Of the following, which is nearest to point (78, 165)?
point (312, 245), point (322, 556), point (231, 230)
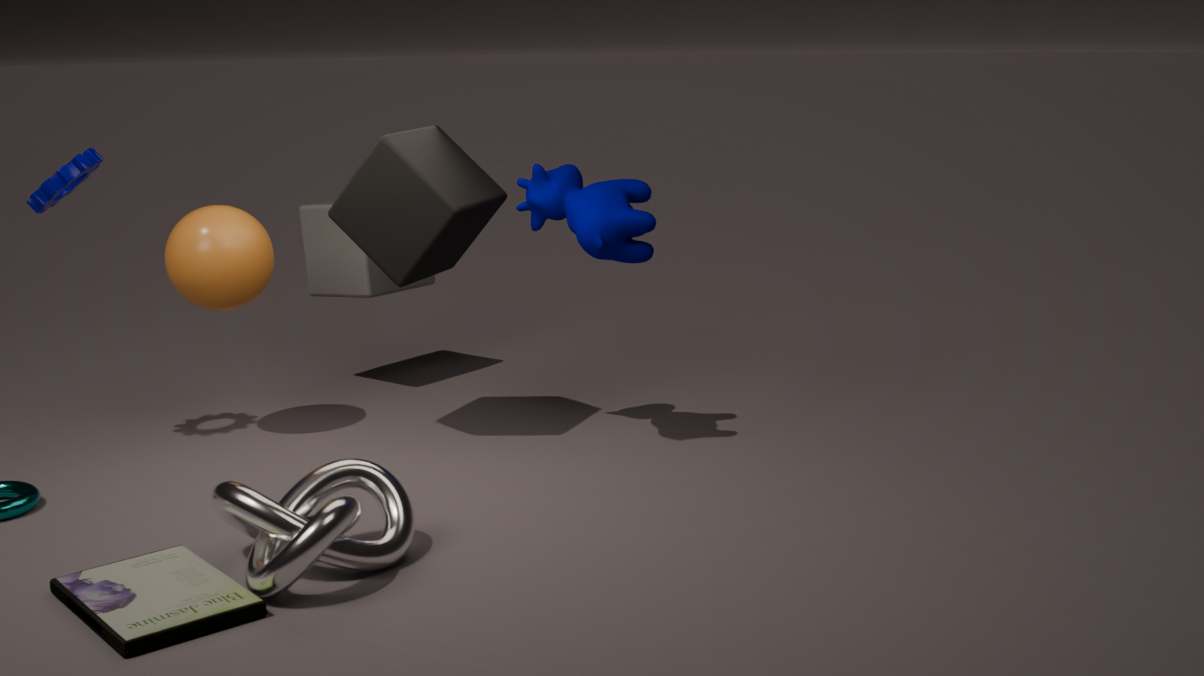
point (231, 230)
